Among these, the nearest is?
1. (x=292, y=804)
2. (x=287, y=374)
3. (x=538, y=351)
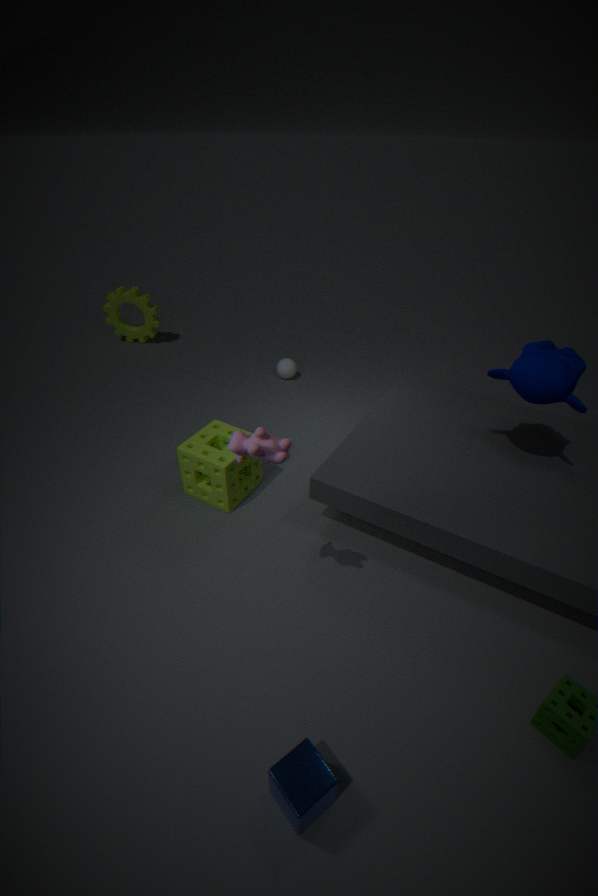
(x=292, y=804)
